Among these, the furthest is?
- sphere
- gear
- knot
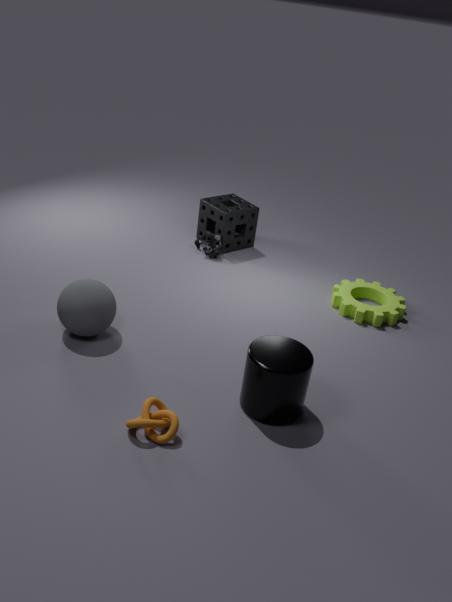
gear
